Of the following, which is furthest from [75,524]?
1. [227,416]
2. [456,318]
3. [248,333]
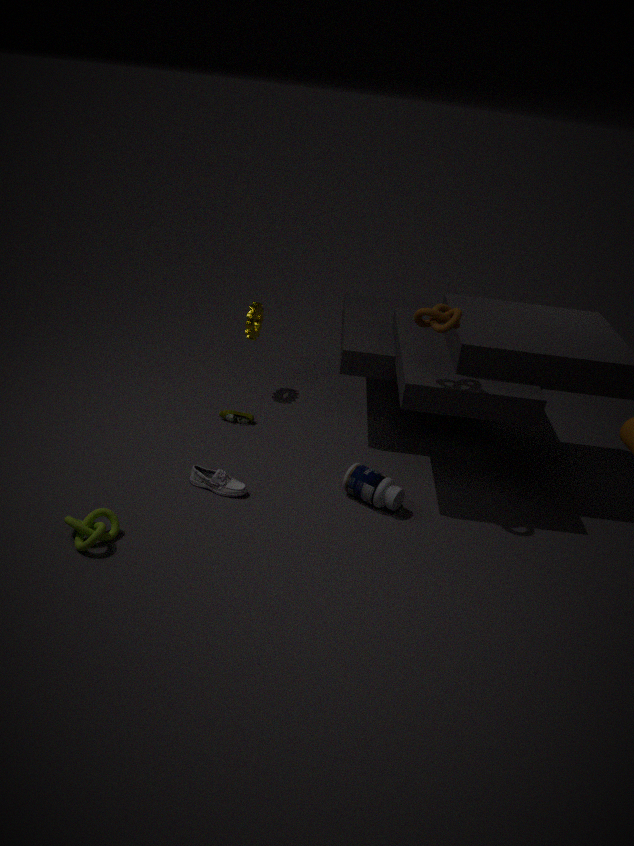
[248,333]
